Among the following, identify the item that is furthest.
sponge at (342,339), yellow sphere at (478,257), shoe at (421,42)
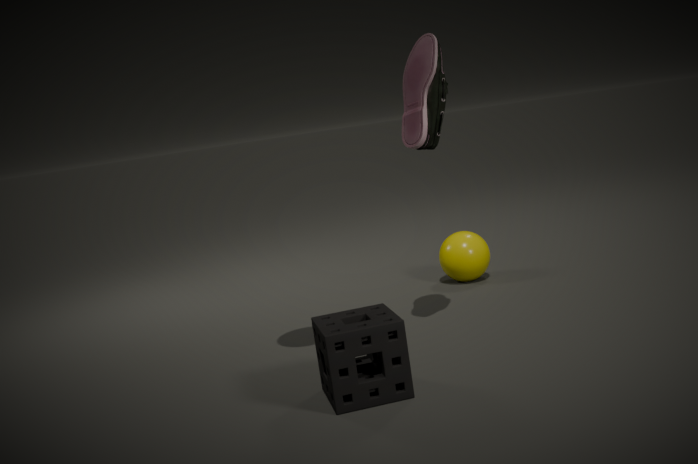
yellow sphere at (478,257)
